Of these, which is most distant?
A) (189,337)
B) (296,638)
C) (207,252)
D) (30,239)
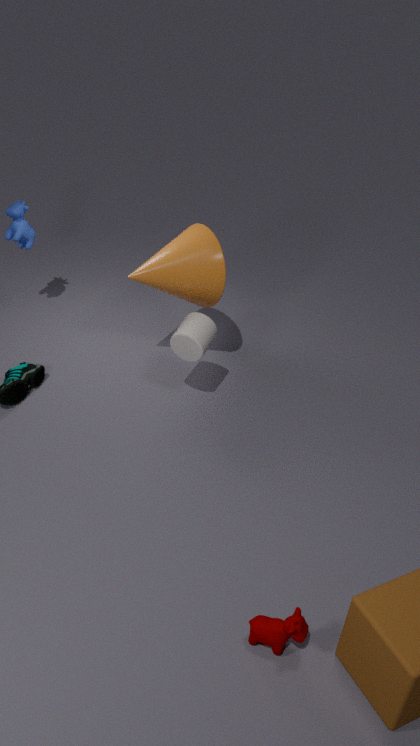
(30,239)
